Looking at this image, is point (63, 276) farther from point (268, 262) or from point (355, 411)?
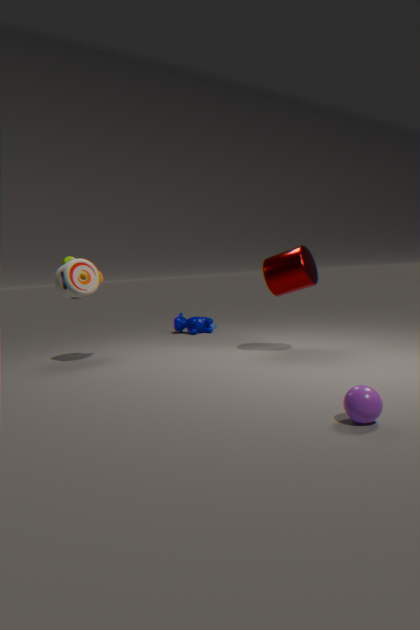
point (355, 411)
